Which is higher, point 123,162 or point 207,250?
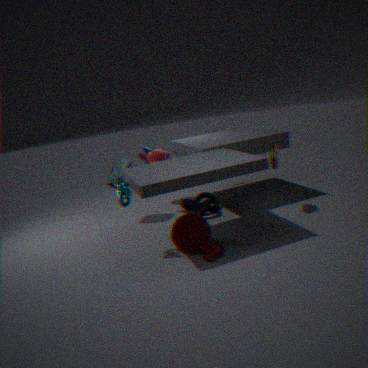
point 123,162
